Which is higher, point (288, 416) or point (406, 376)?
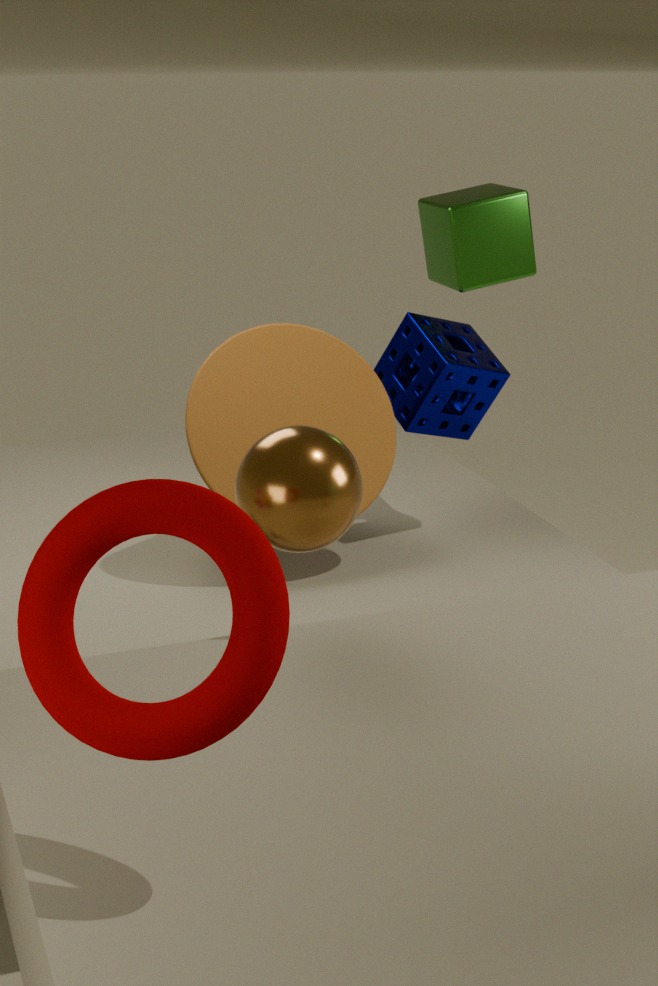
point (406, 376)
